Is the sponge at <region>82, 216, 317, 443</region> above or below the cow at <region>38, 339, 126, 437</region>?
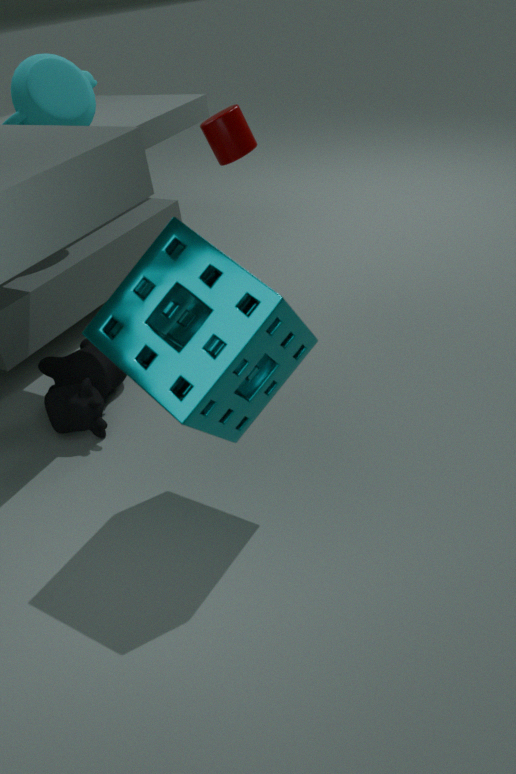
above
